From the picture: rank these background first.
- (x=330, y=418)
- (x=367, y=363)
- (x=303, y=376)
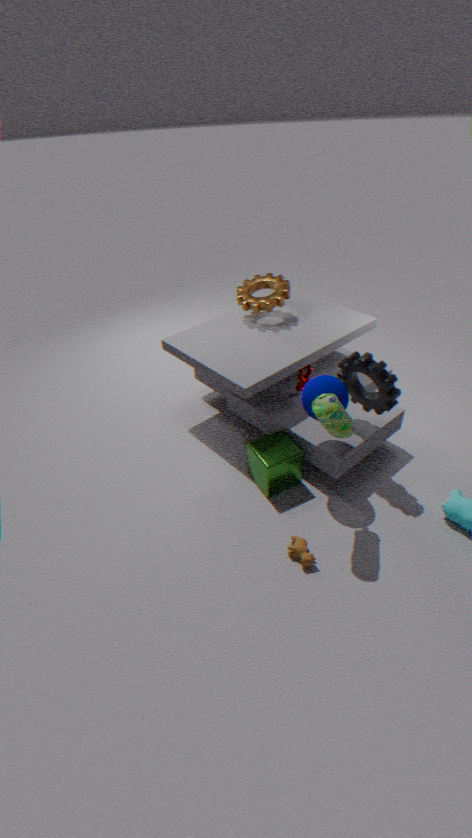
(x=303, y=376)
(x=367, y=363)
(x=330, y=418)
